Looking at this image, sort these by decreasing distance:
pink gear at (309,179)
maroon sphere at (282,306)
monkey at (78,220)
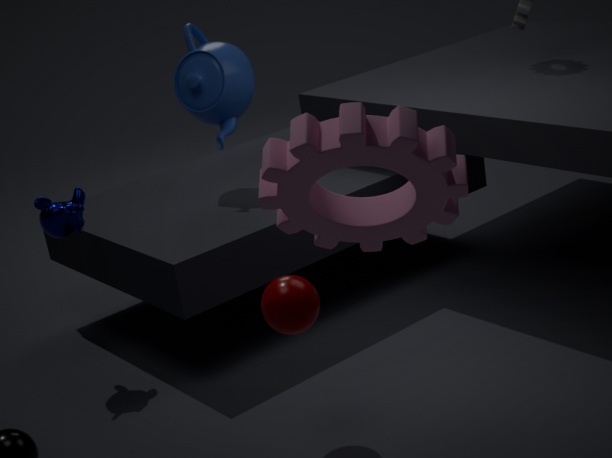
1. monkey at (78,220)
2. maroon sphere at (282,306)
3. pink gear at (309,179)
